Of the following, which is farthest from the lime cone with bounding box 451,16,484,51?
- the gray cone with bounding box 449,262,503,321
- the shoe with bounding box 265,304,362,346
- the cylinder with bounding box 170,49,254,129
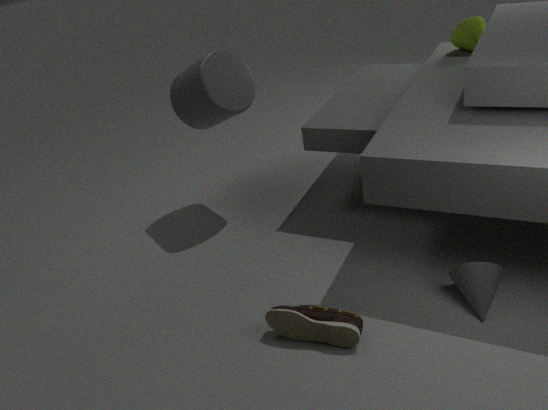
the shoe with bounding box 265,304,362,346
